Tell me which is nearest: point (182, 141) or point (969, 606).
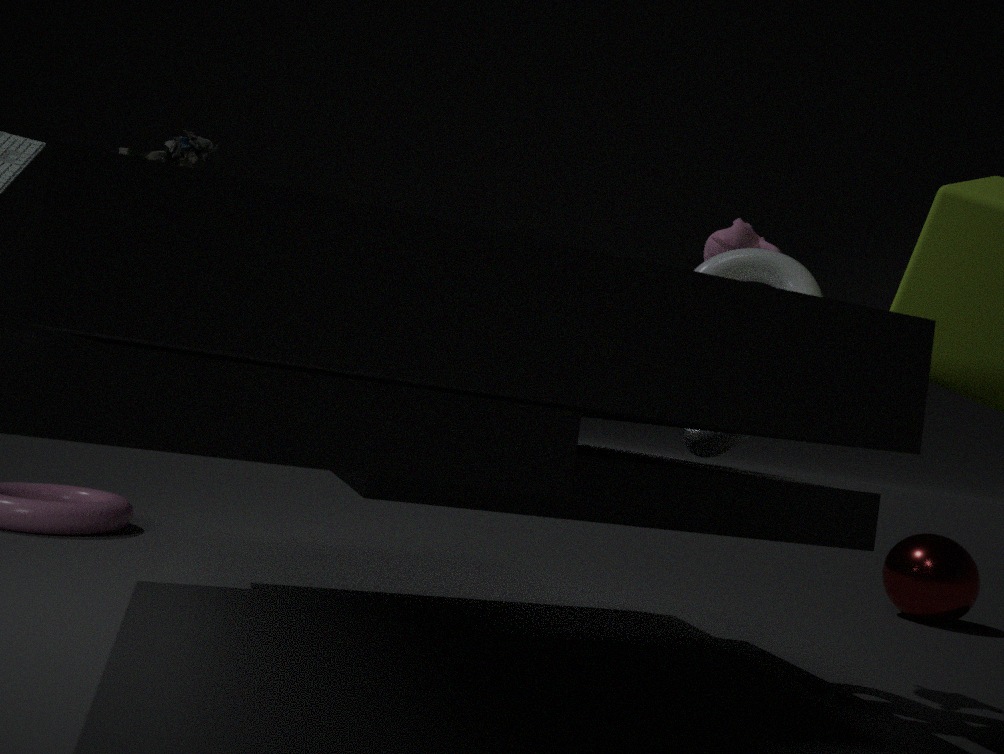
point (182, 141)
